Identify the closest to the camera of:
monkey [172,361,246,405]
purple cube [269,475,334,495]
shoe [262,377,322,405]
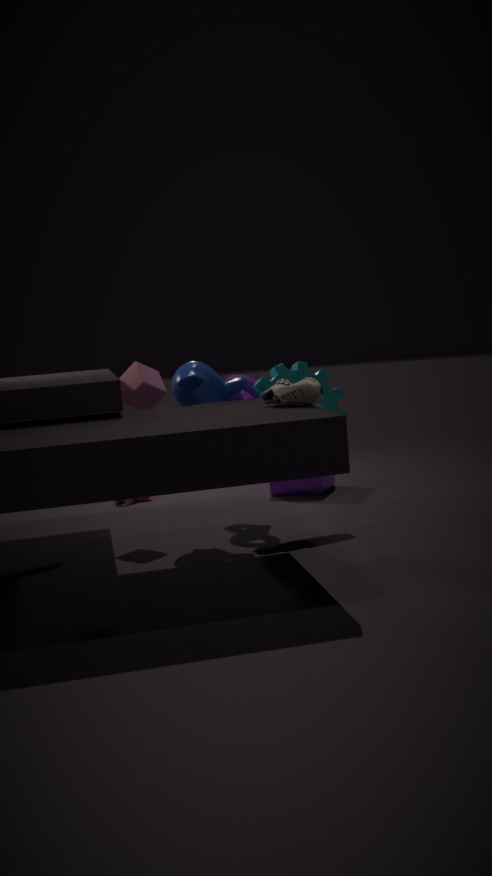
shoe [262,377,322,405]
